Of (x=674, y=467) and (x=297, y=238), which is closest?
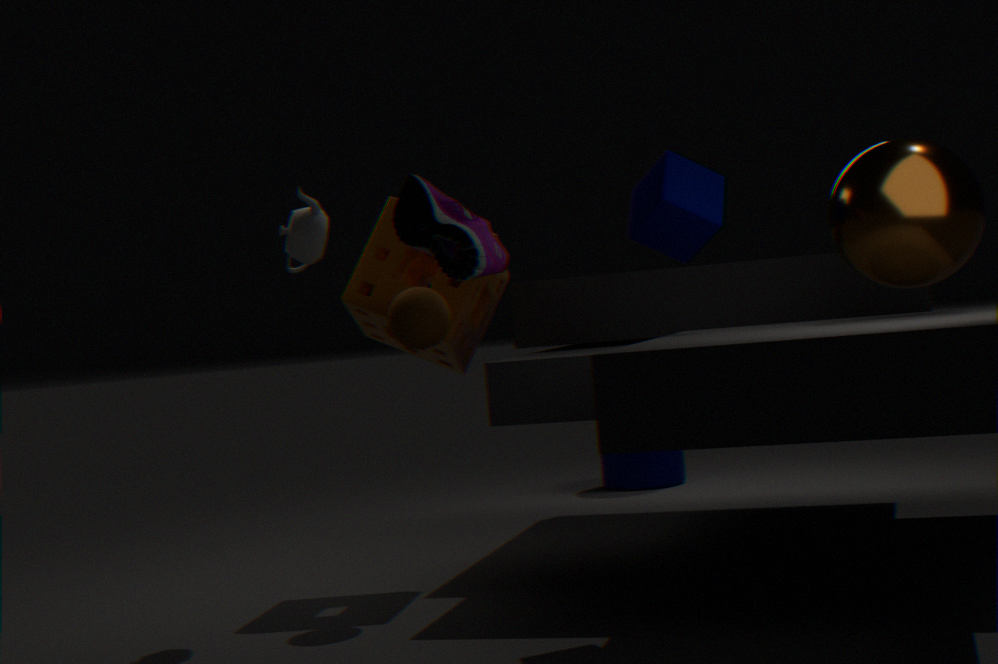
(x=297, y=238)
